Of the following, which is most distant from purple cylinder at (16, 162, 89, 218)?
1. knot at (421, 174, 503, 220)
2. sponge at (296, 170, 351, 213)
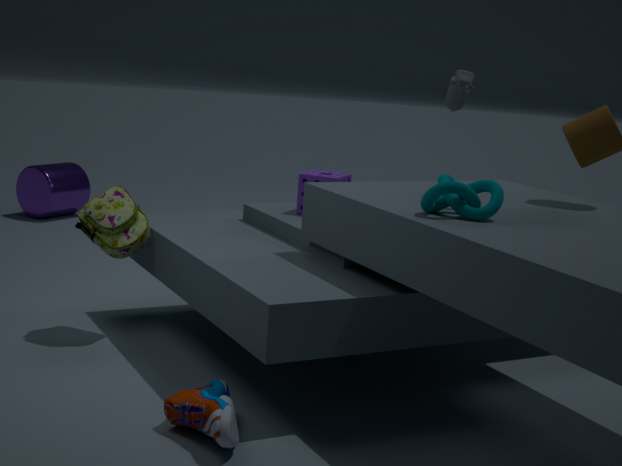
knot at (421, 174, 503, 220)
